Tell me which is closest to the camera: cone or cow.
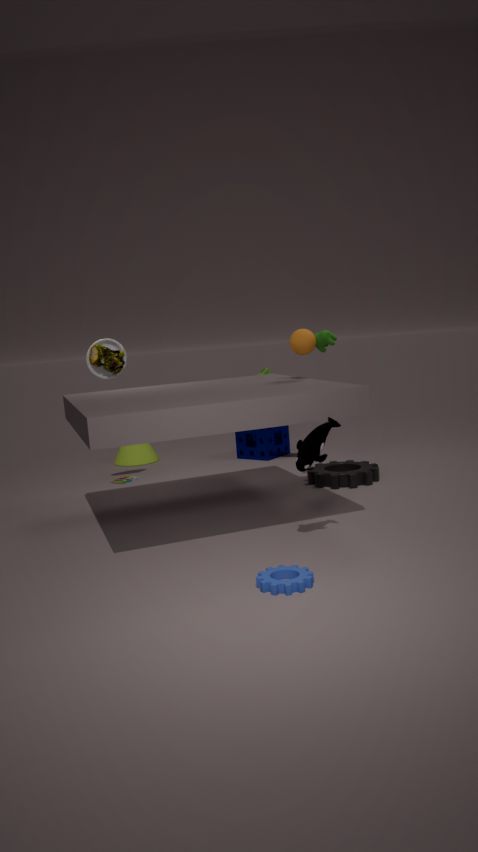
cow
